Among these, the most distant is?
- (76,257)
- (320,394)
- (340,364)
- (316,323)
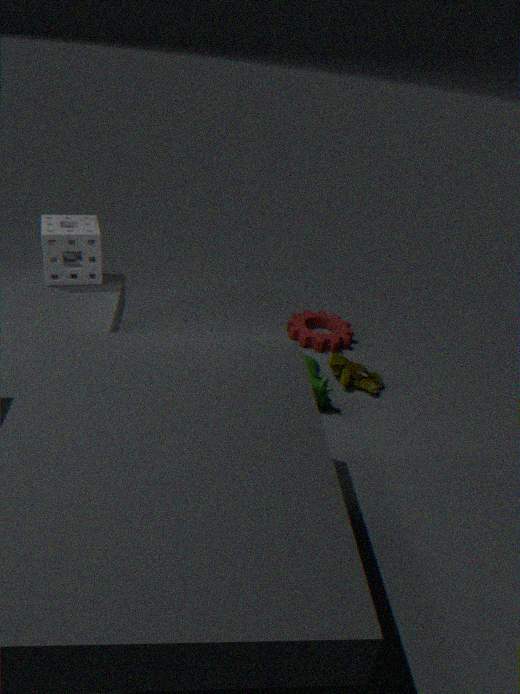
(316,323)
